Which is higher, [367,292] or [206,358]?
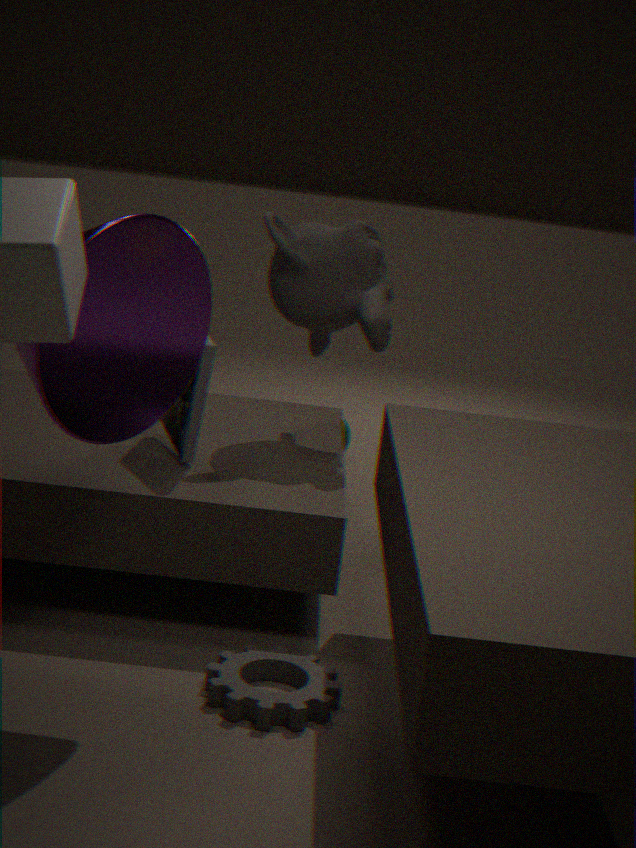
[367,292]
